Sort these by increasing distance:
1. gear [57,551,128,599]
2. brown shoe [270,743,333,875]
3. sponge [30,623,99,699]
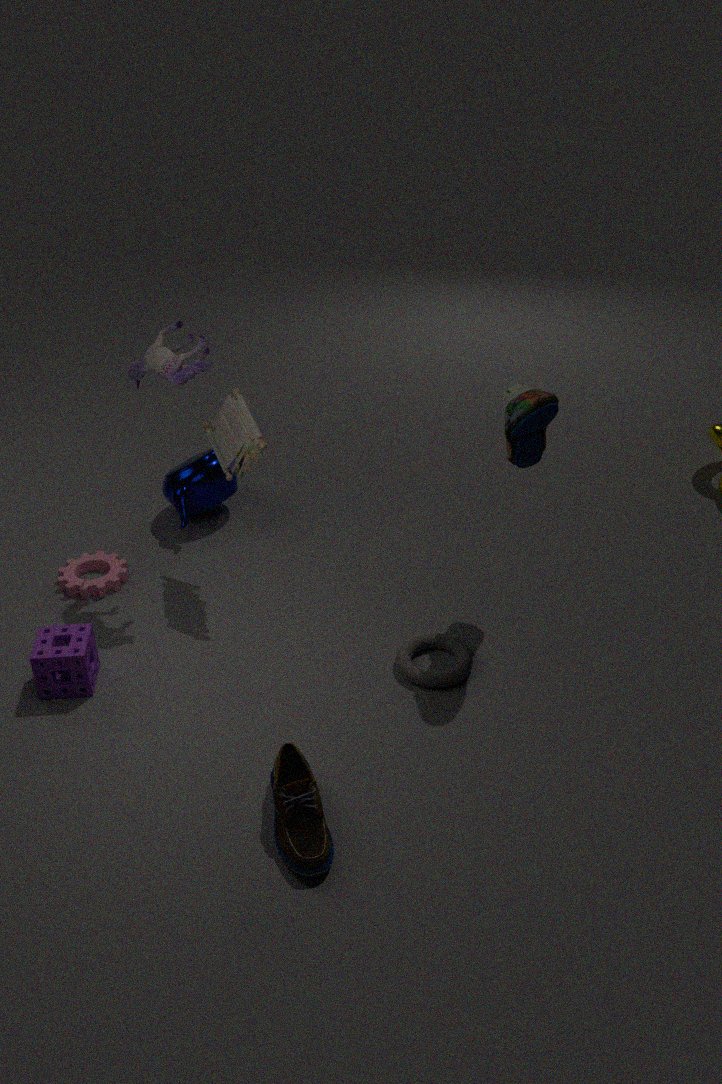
brown shoe [270,743,333,875] → sponge [30,623,99,699] → gear [57,551,128,599]
